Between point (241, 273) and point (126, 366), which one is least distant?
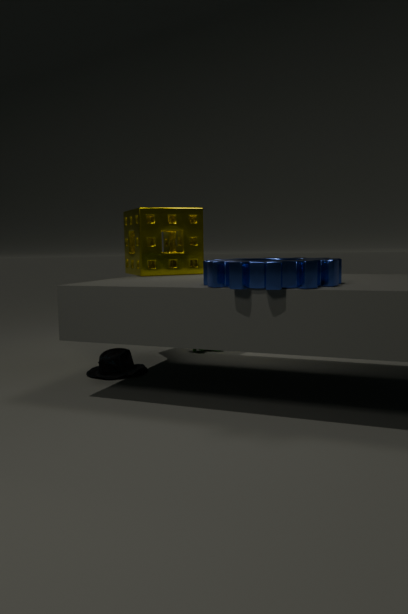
point (241, 273)
